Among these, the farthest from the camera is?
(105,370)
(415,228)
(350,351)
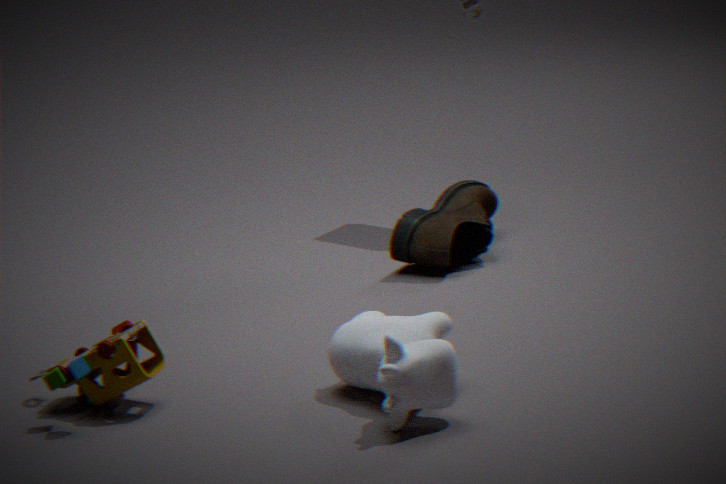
(415,228)
